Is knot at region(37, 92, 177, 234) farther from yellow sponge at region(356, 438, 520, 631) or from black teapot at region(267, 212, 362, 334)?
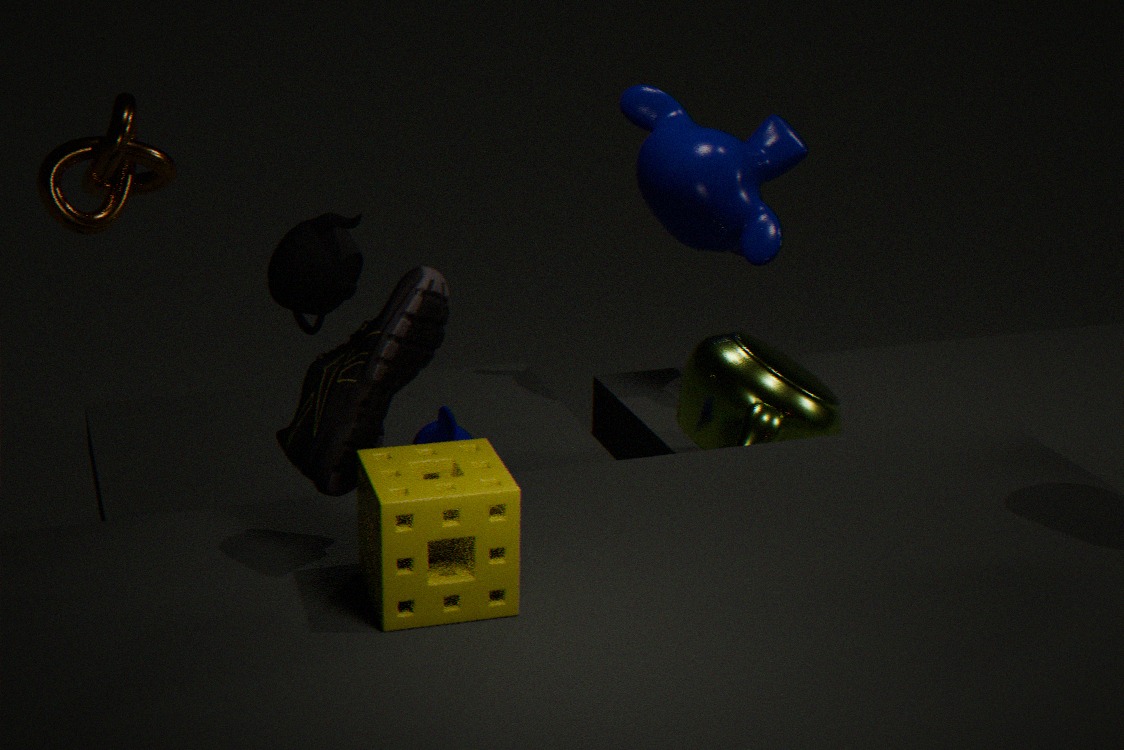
yellow sponge at region(356, 438, 520, 631)
